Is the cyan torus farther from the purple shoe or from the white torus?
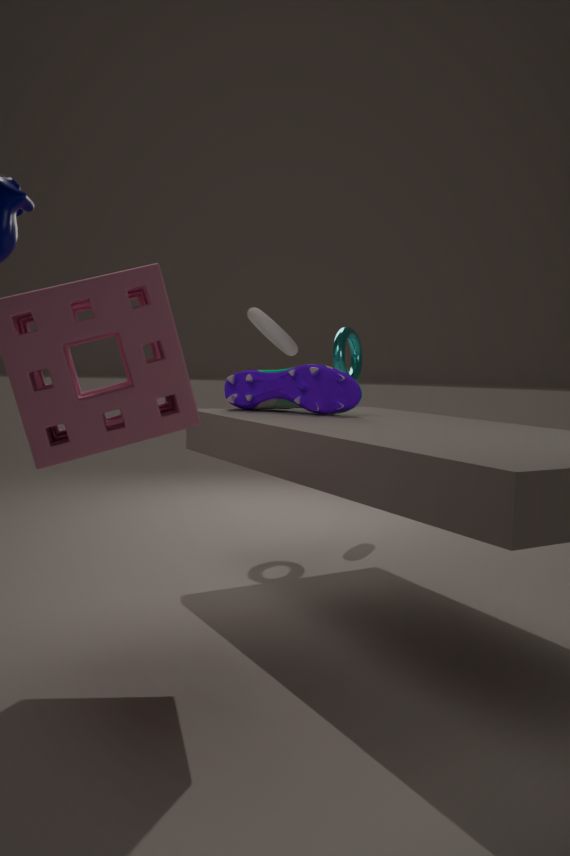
the purple shoe
